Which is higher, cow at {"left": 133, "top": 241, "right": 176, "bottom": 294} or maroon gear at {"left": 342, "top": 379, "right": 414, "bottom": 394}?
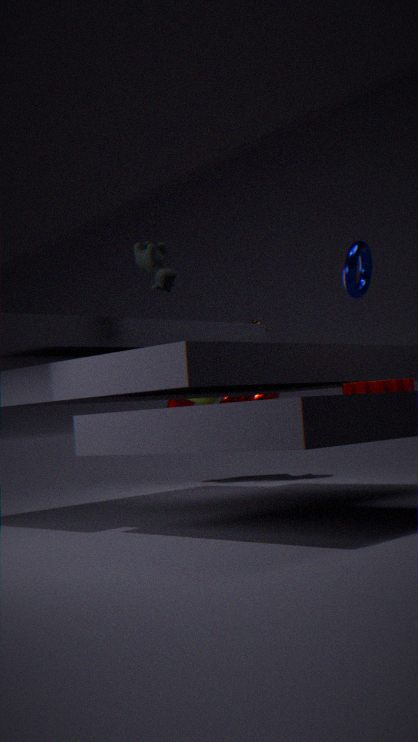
cow at {"left": 133, "top": 241, "right": 176, "bottom": 294}
